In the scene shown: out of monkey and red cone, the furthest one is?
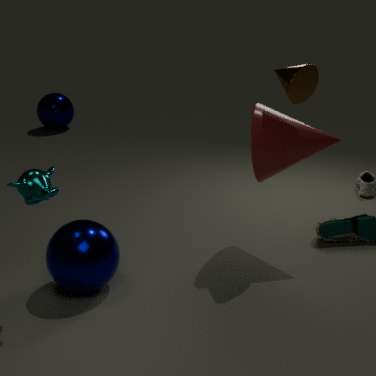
red cone
